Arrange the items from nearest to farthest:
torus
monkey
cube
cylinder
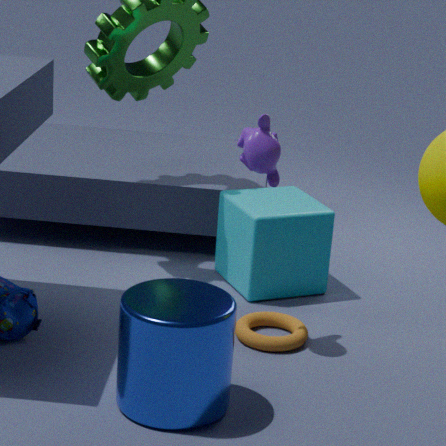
cylinder, monkey, torus, cube
